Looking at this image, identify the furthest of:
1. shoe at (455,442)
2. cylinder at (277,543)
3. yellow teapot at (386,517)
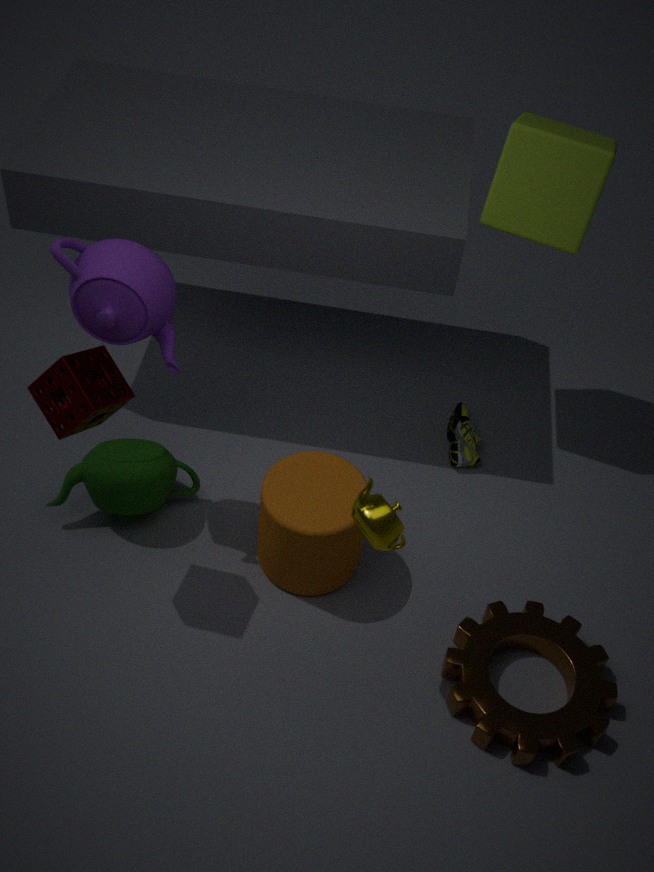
shoe at (455,442)
